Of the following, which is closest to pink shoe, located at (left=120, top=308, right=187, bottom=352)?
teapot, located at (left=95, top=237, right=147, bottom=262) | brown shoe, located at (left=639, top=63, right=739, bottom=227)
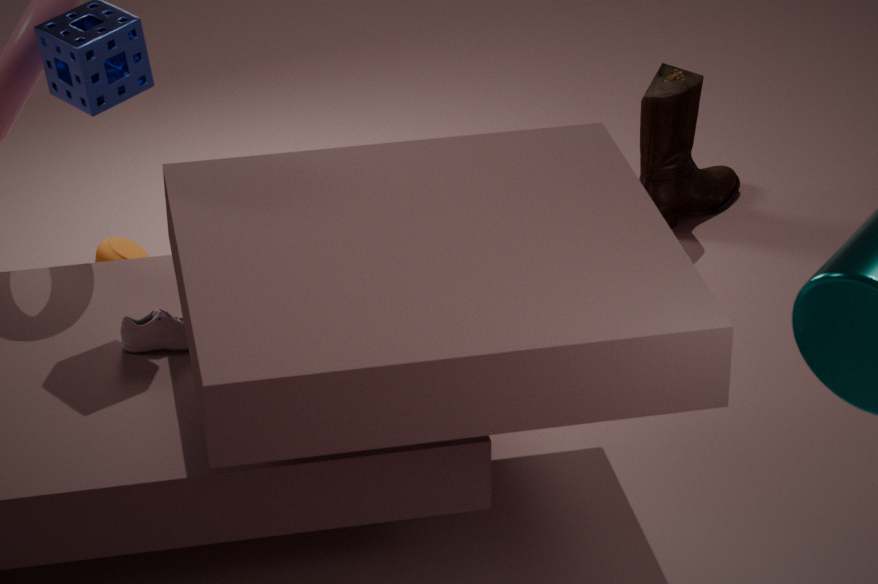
teapot, located at (left=95, top=237, right=147, bottom=262)
